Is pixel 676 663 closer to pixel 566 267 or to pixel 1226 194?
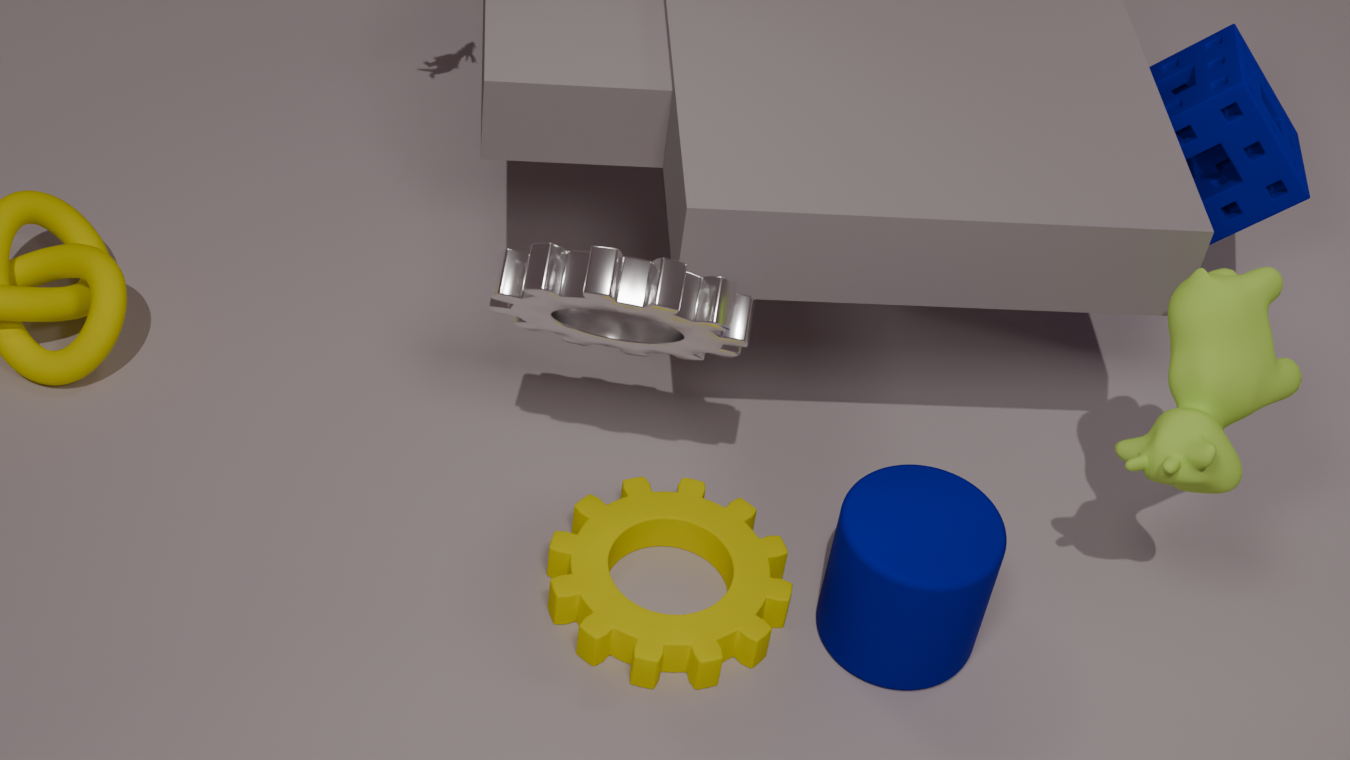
pixel 566 267
